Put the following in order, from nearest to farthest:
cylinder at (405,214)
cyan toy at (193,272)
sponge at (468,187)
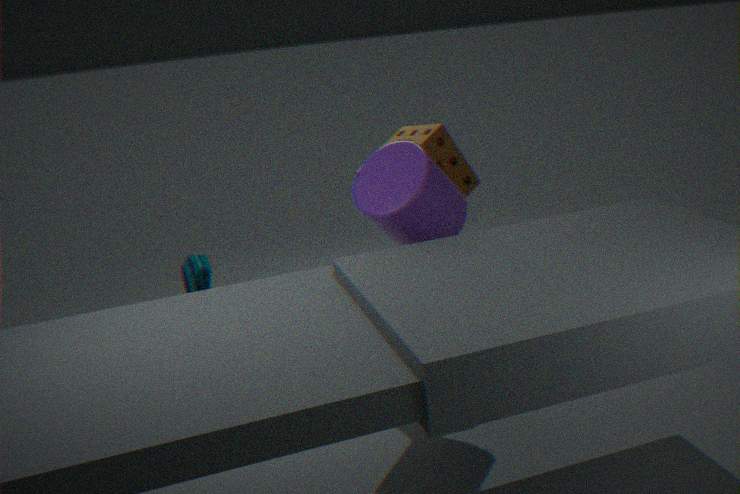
cylinder at (405,214)
cyan toy at (193,272)
sponge at (468,187)
